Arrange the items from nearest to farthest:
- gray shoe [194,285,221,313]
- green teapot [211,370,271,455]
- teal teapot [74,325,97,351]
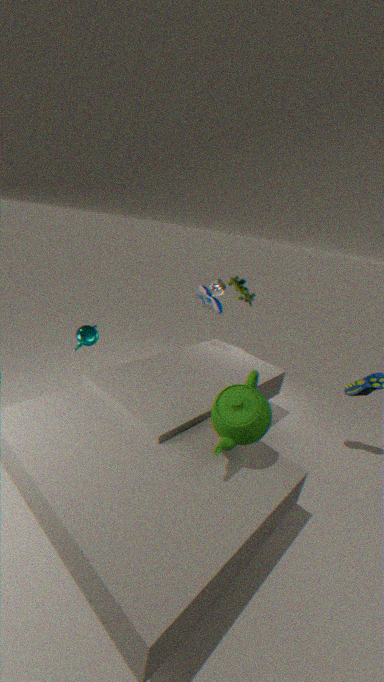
green teapot [211,370,271,455] < teal teapot [74,325,97,351] < gray shoe [194,285,221,313]
